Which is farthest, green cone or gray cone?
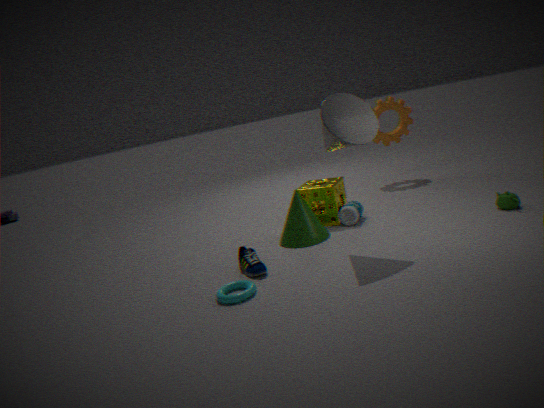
green cone
